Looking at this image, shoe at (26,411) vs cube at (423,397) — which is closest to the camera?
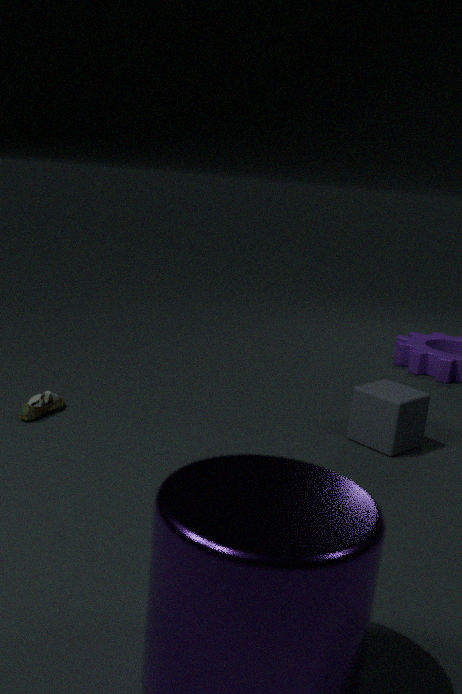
cube at (423,397)
